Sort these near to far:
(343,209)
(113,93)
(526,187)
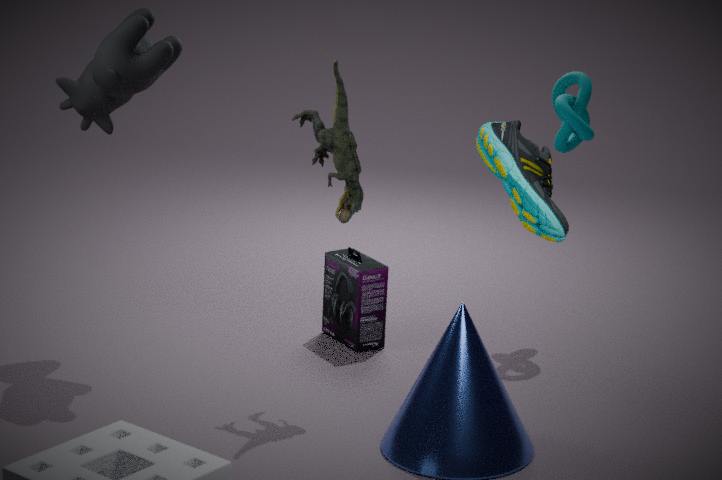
(526,187) → (343,209) → (113,93)
